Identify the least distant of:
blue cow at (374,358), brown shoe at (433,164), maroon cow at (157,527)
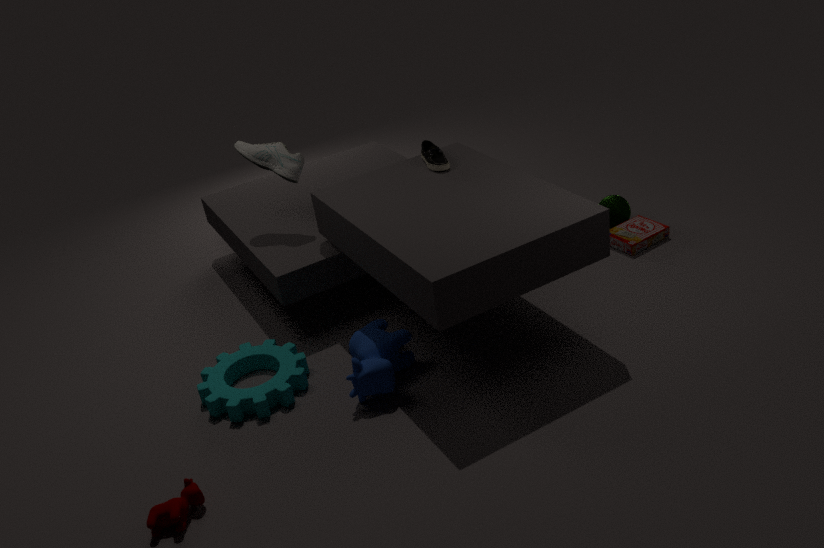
maroon cow at (157,527)
